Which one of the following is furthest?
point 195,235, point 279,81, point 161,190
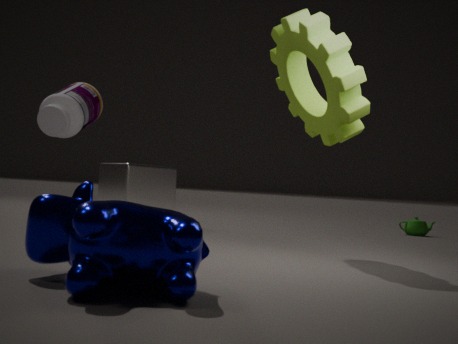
point 161,190
